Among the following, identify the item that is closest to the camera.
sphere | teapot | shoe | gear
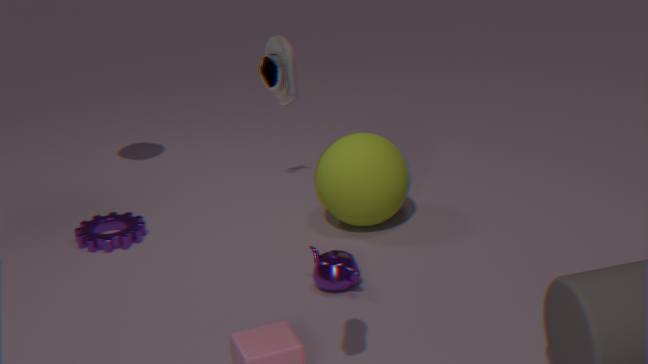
shoe
